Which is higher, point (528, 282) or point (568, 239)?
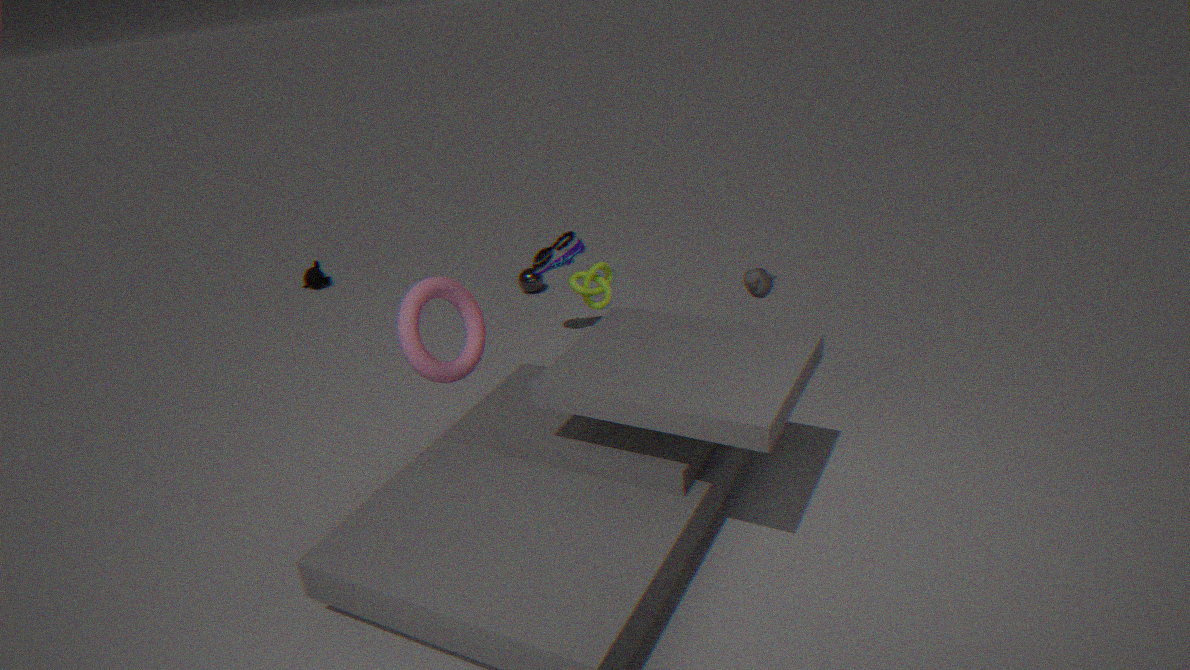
point (568, 239)
